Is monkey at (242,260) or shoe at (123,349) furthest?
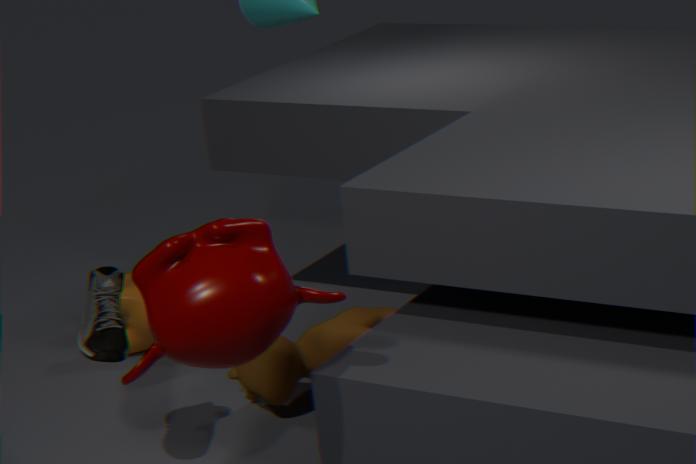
shoe at (123,349)
